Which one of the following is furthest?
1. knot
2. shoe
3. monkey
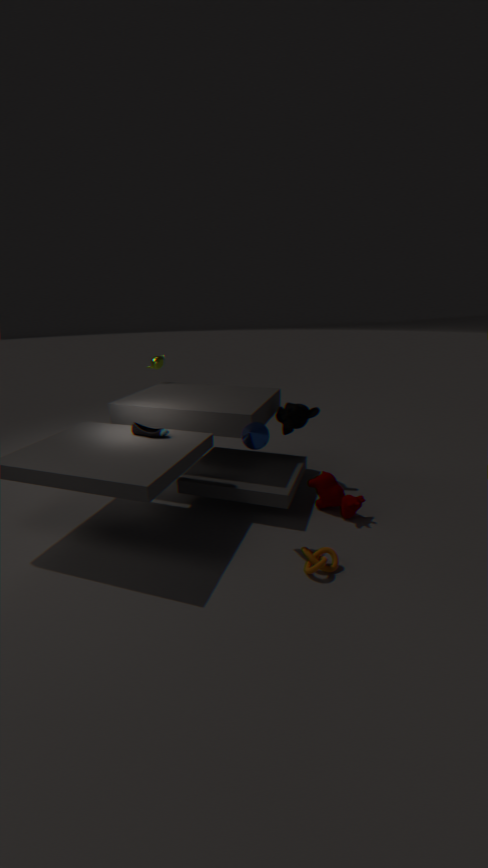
monkey
